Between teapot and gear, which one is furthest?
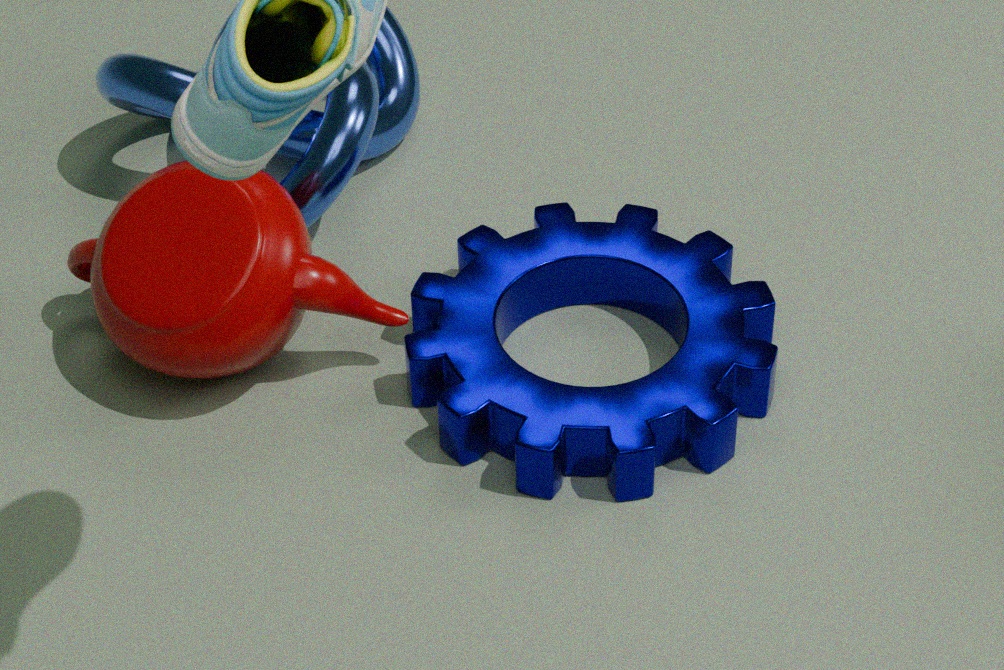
teapot
